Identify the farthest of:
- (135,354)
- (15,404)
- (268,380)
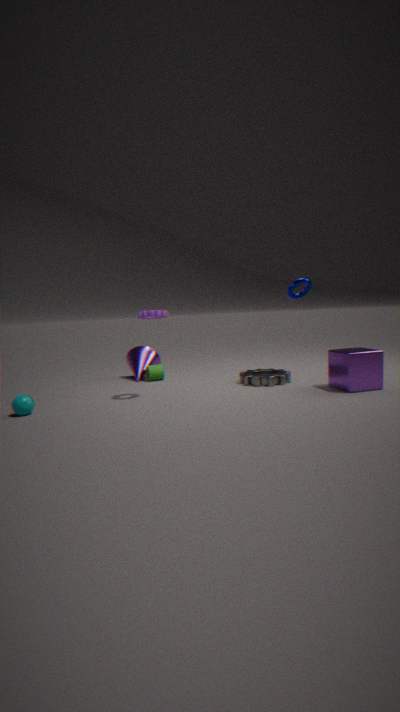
(135,354)
